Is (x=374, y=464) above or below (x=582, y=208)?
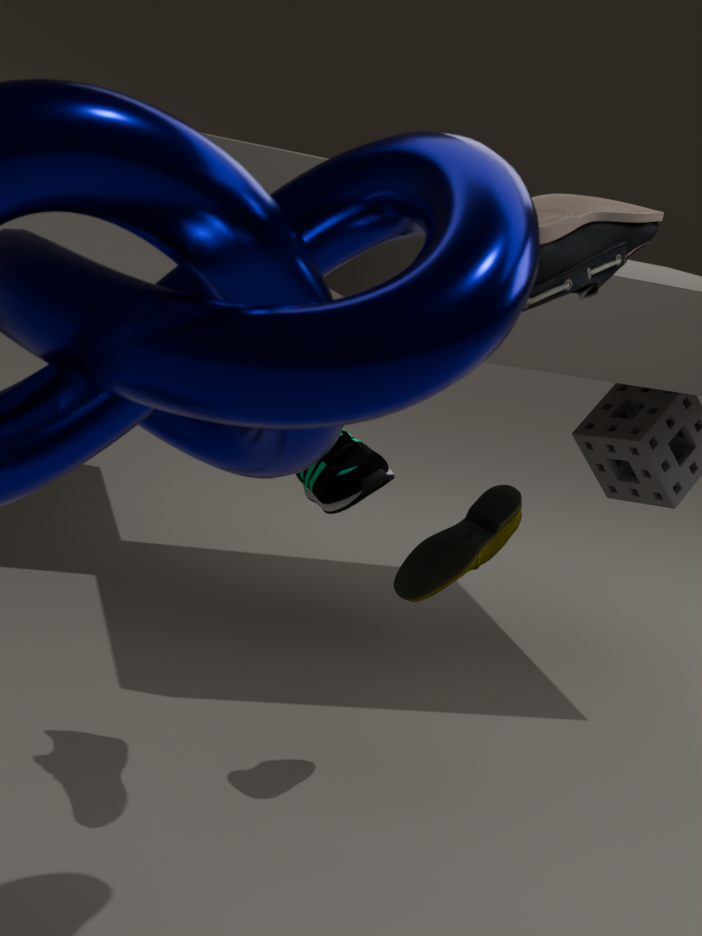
below
